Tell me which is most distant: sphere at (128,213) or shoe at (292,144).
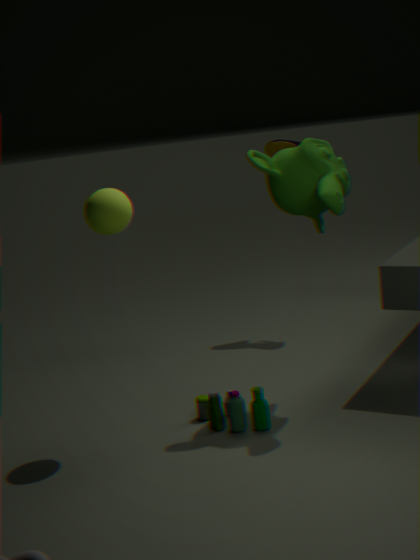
shoe at (292,144)
